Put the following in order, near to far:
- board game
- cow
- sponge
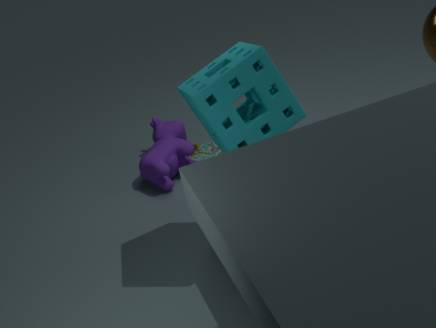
sponge < cow < board game
